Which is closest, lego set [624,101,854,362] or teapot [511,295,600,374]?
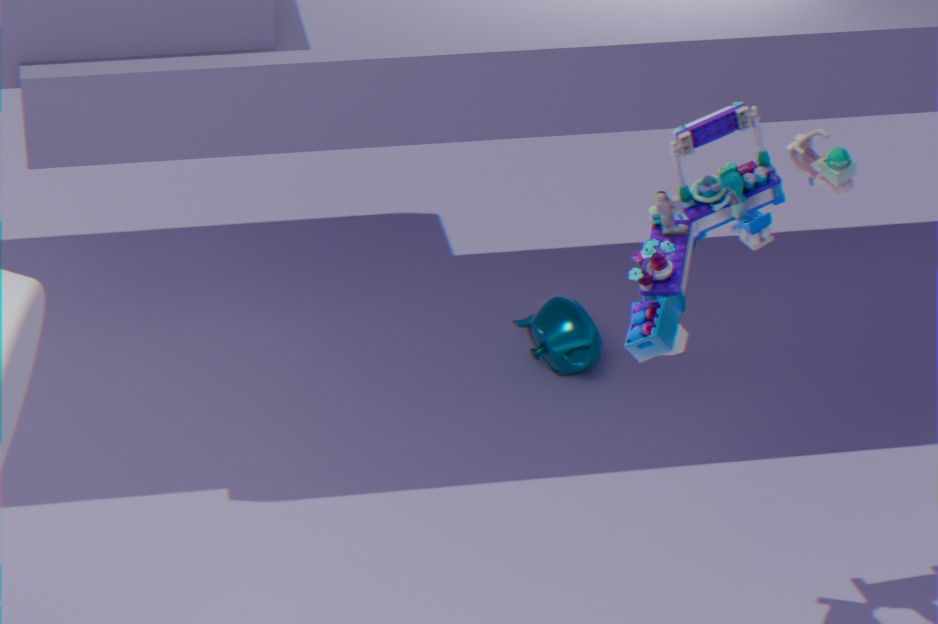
lego set [624,101,854,362]
